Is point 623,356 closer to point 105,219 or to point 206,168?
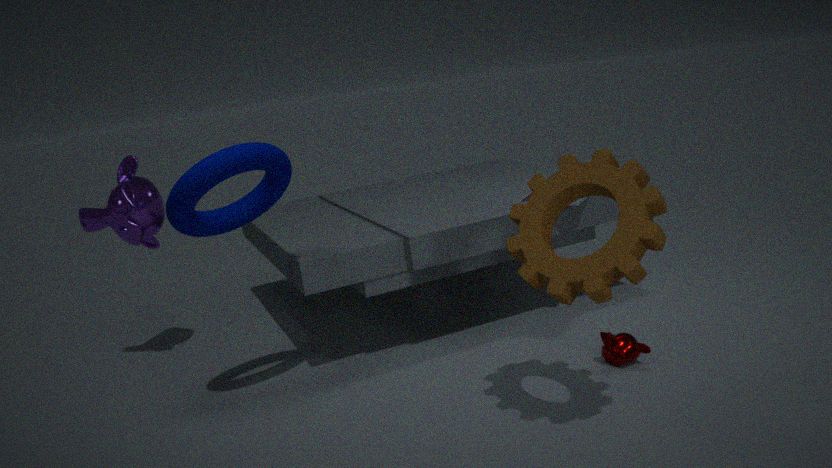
point 206,168
